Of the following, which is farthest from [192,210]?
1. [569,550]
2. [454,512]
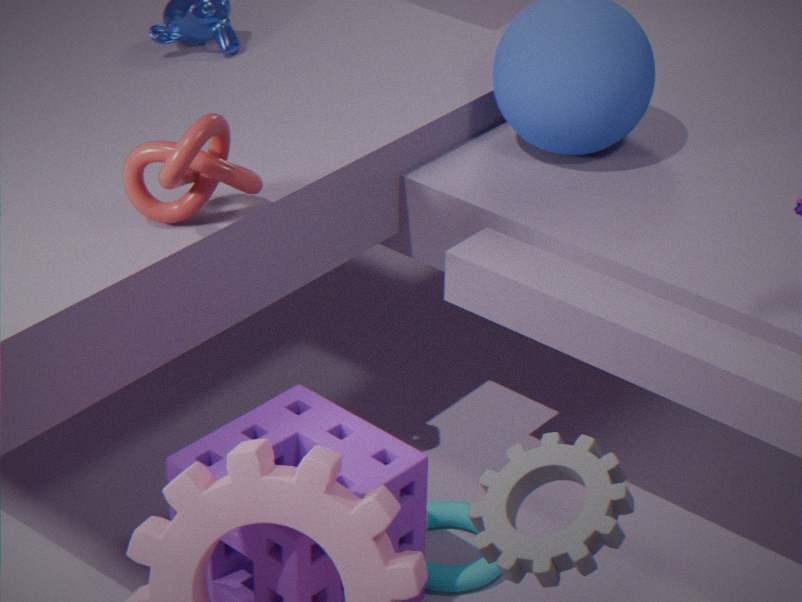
[569,550]
